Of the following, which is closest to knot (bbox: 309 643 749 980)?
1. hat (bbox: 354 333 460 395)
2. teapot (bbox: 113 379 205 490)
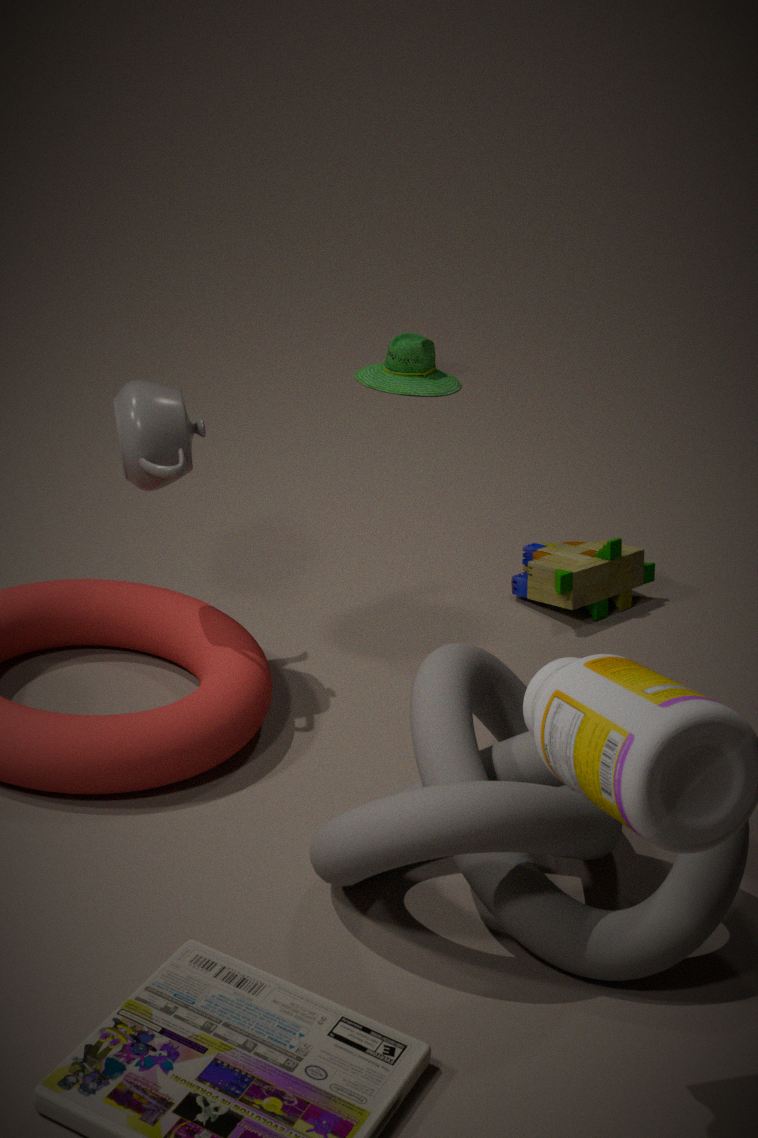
teapot (bbox: 113 379 205 490)
